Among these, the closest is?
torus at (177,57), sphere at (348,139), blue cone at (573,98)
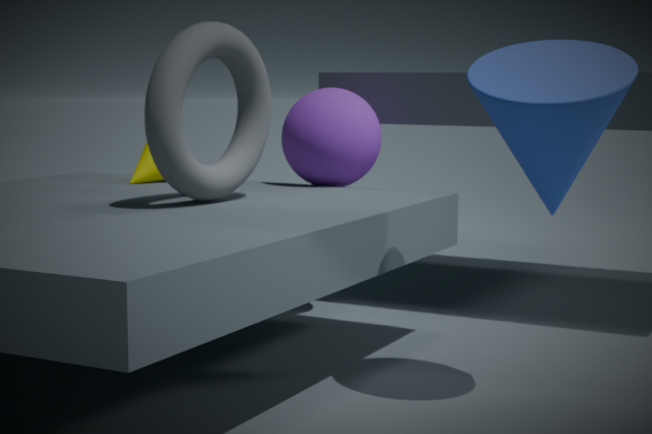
blue cone at (573,98)
